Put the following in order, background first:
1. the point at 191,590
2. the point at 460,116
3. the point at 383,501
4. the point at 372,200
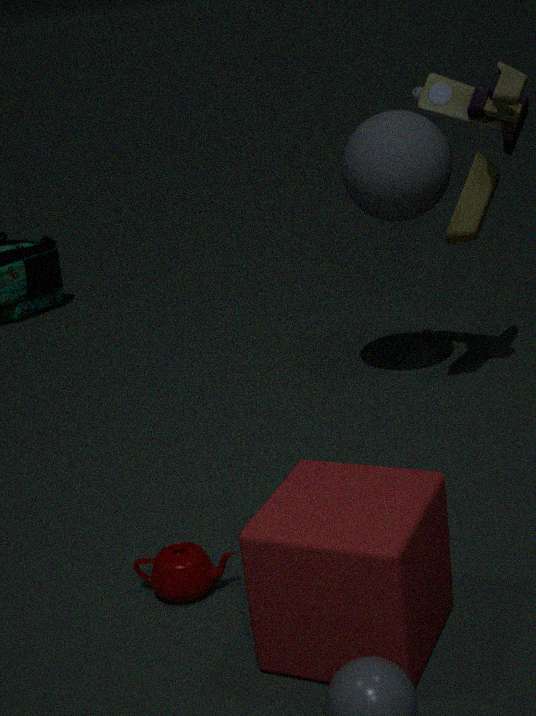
the point at 372,200 < the point at 460,116 < the point at 191,590 < the point at 383,501
